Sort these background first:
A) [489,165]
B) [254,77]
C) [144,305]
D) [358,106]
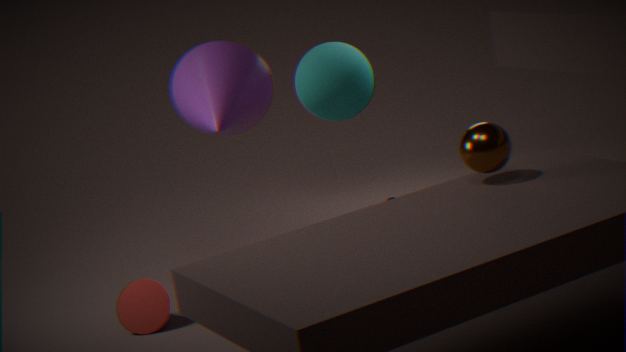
[358,106], [254,77], [144,305], [489,165]
